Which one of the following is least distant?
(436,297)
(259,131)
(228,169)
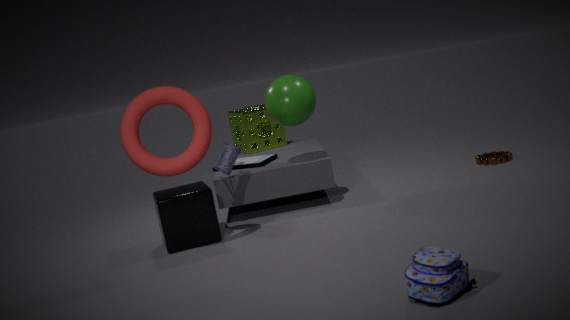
A: (436,297)
